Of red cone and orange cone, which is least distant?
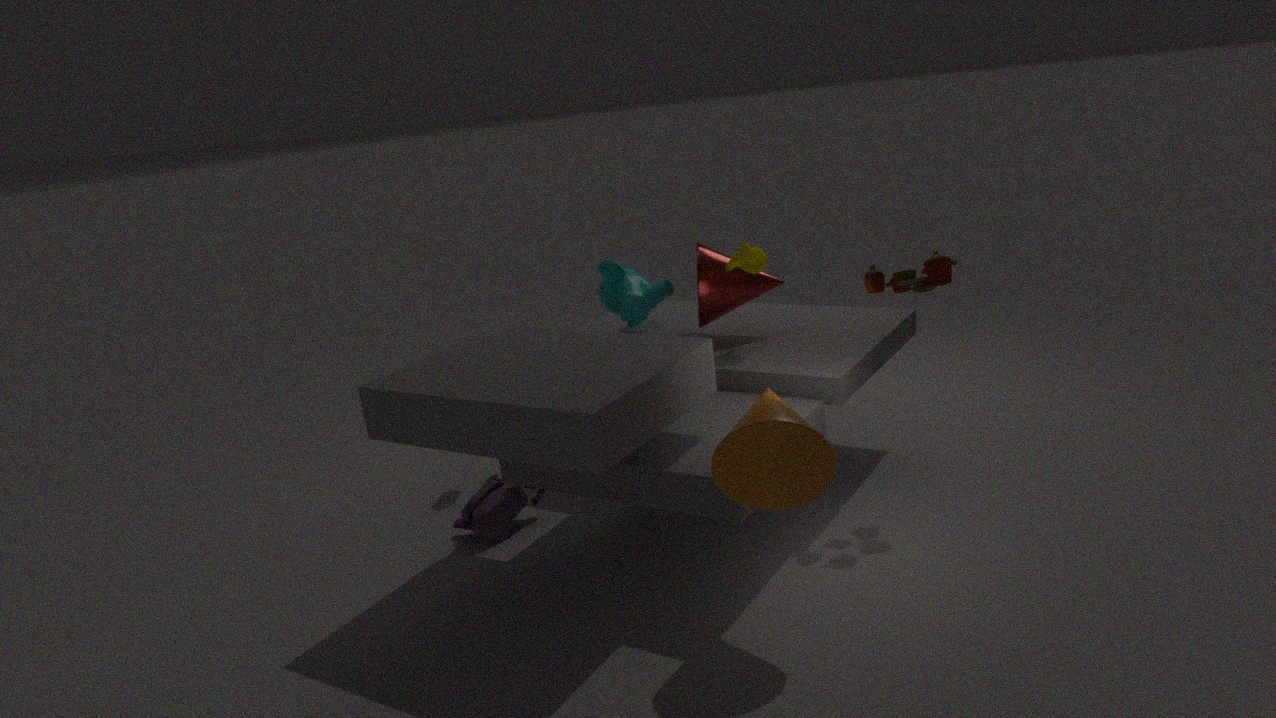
orange cone
